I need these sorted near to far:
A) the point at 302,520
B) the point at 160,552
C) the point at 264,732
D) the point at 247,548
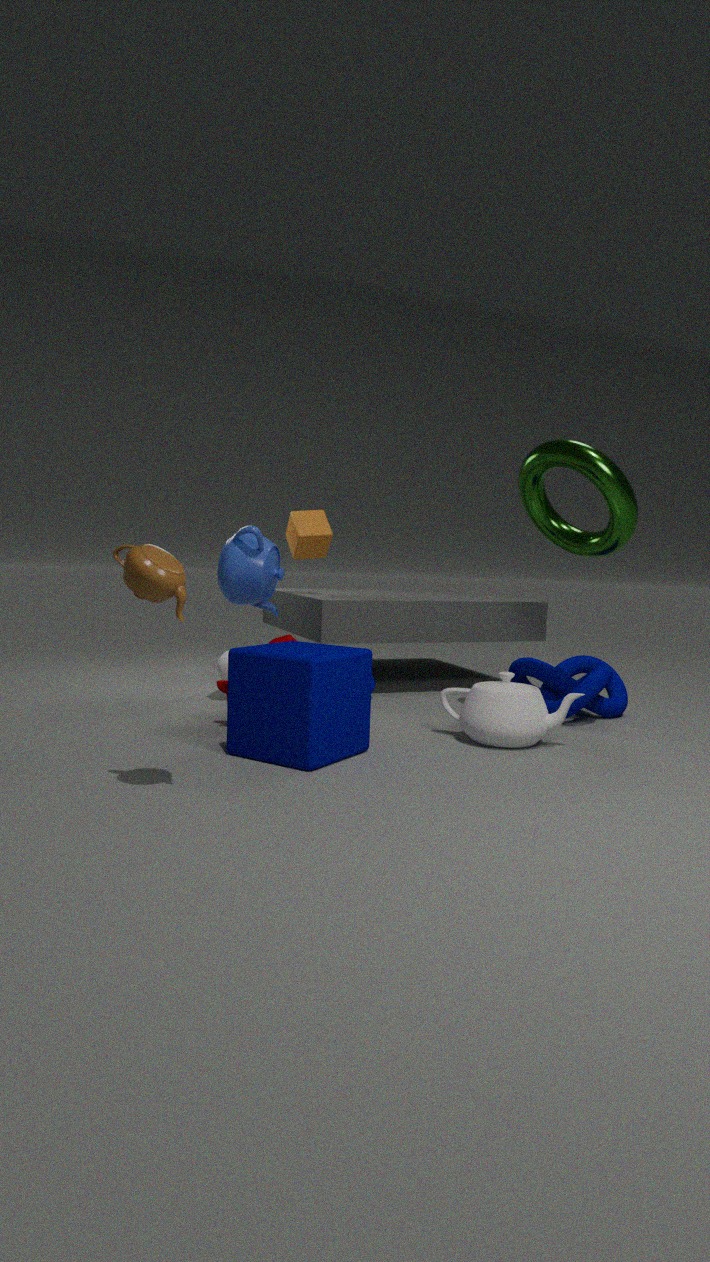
the point at 160,552
the point at 264,732
the point at 247,548
the point at 302,520
